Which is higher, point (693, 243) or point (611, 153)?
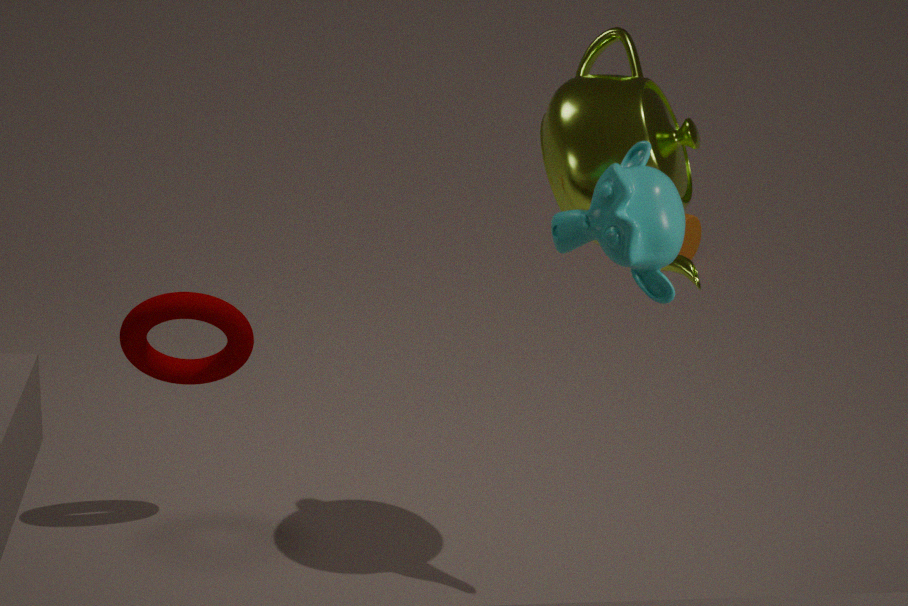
point (611, 153)
